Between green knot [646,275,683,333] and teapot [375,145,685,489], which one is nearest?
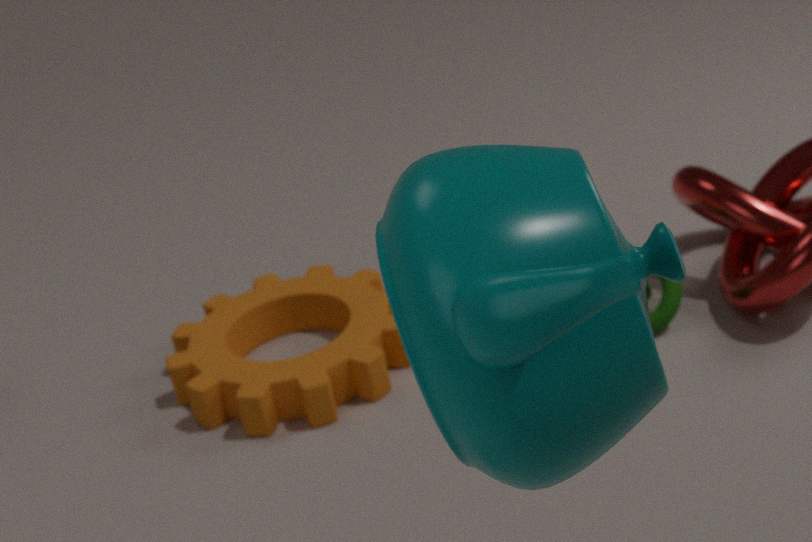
teapot [375,145,685,489]
